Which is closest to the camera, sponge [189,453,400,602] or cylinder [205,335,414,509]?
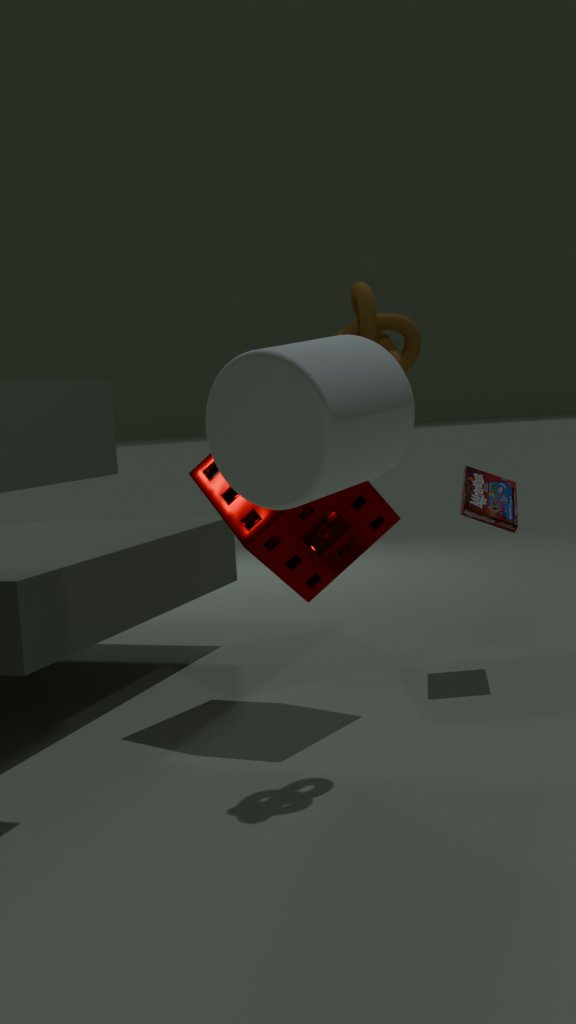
cylinder [205,335,414,509]
